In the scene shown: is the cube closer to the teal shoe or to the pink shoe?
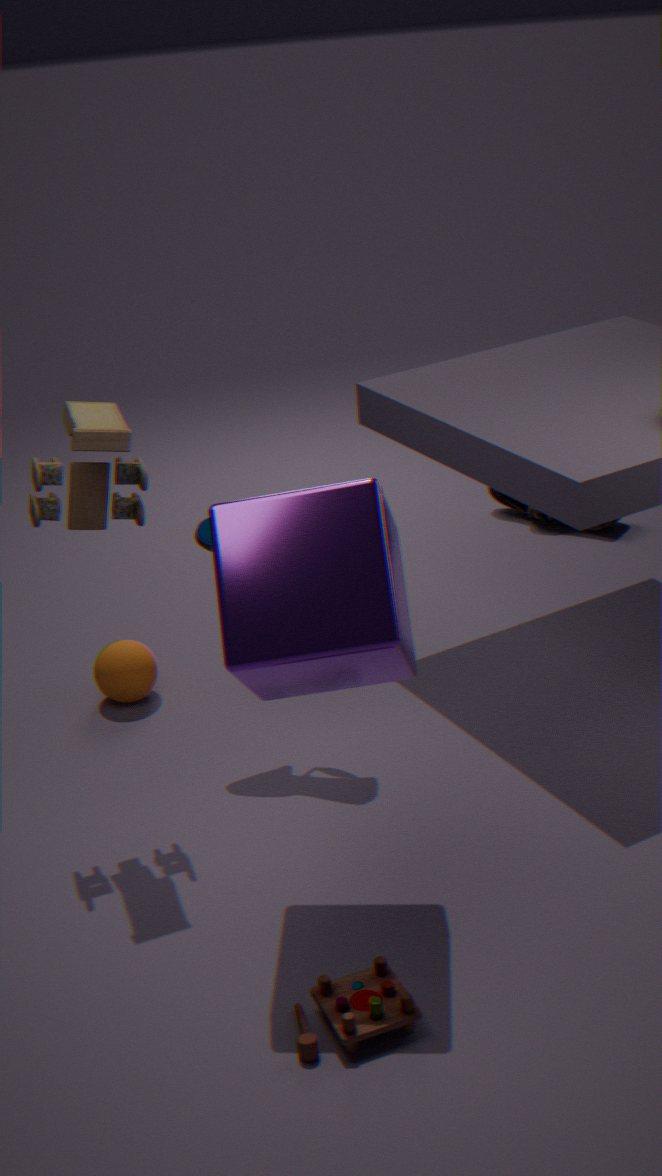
the teal shoe
